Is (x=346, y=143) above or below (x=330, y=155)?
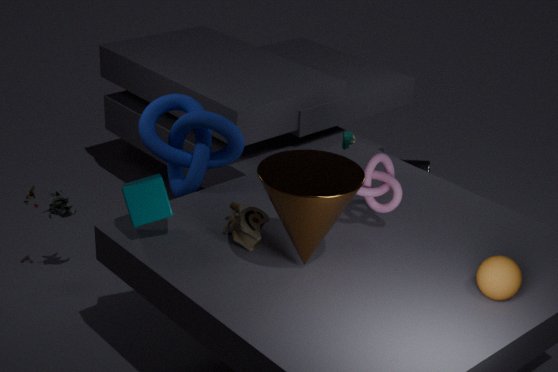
below
